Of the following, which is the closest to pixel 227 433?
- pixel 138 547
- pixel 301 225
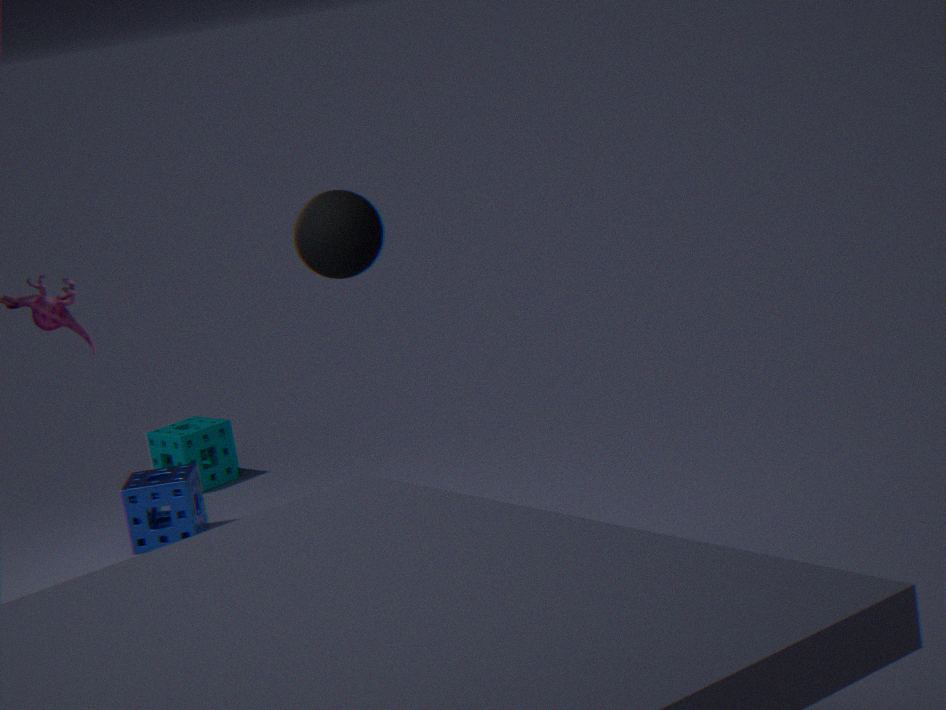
pixel 138 547
